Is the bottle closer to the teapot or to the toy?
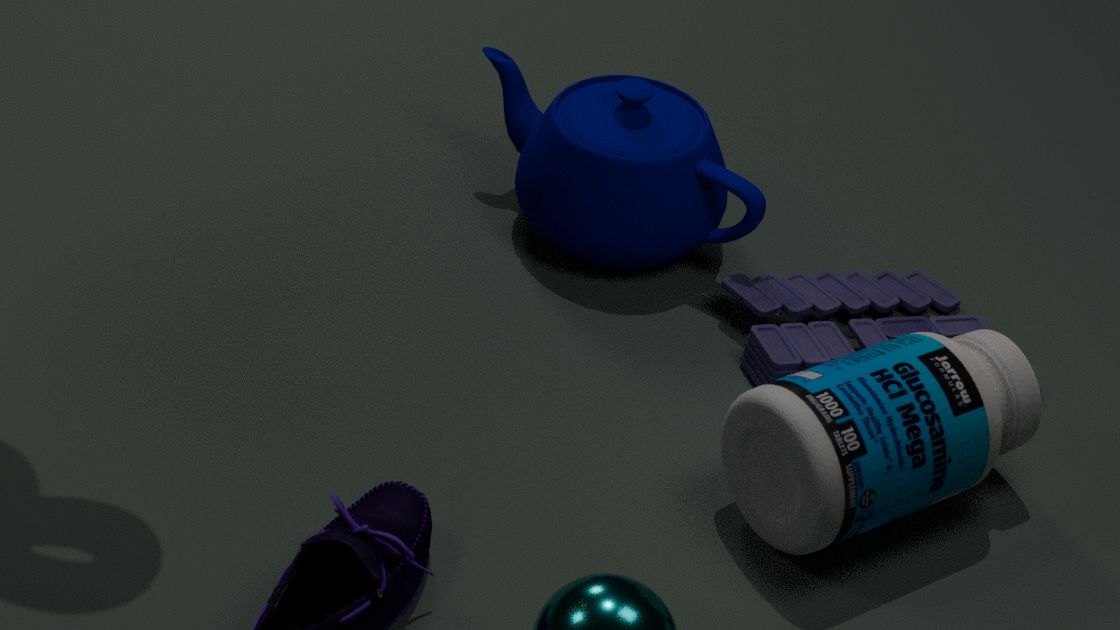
the toy
